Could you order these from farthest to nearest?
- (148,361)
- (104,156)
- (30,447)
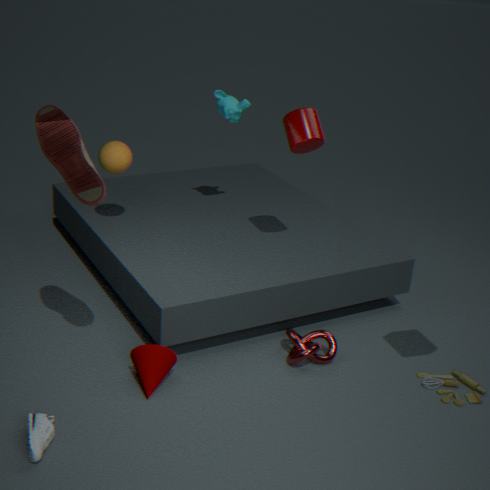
(104,156) < (148,361) < (30,447)
